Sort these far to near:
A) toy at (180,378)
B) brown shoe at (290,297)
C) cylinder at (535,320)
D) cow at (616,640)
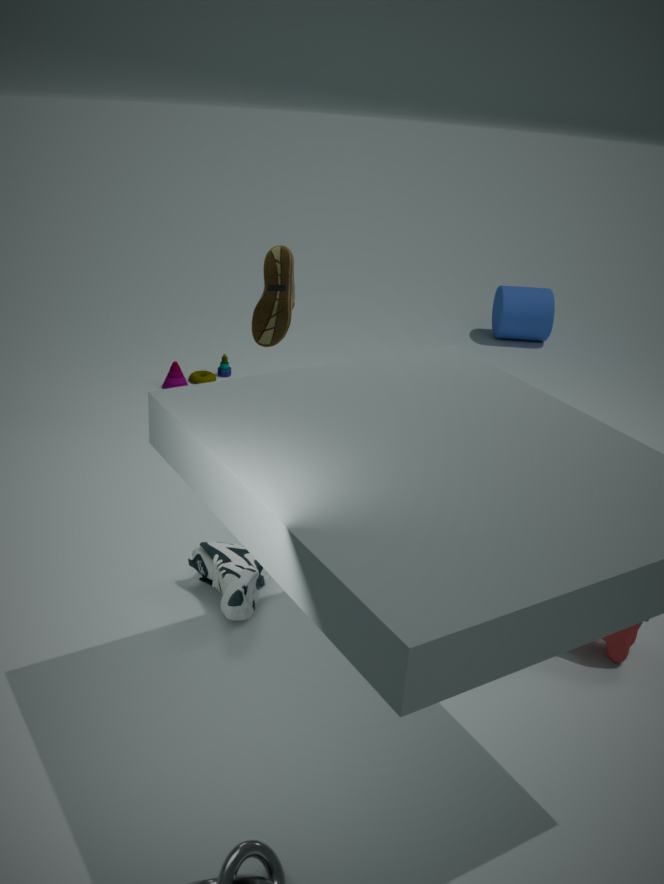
cylinder at (535,320) → toy at (180,378) → brown shoe at (290,297) → cow at (616,640)
